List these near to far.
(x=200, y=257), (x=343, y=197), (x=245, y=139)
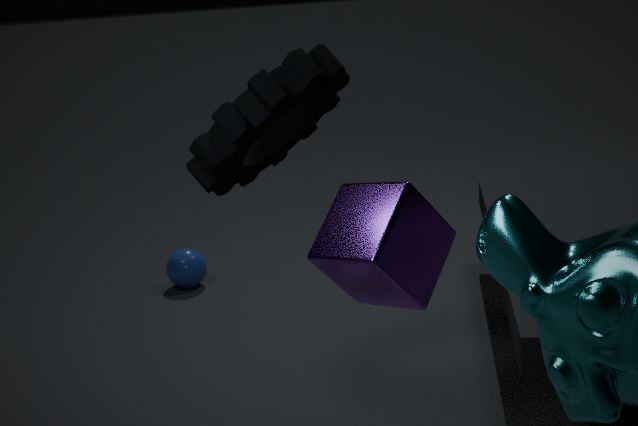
(x=343, y=197)
(x=245, y=139)
(x=200, y=257)
